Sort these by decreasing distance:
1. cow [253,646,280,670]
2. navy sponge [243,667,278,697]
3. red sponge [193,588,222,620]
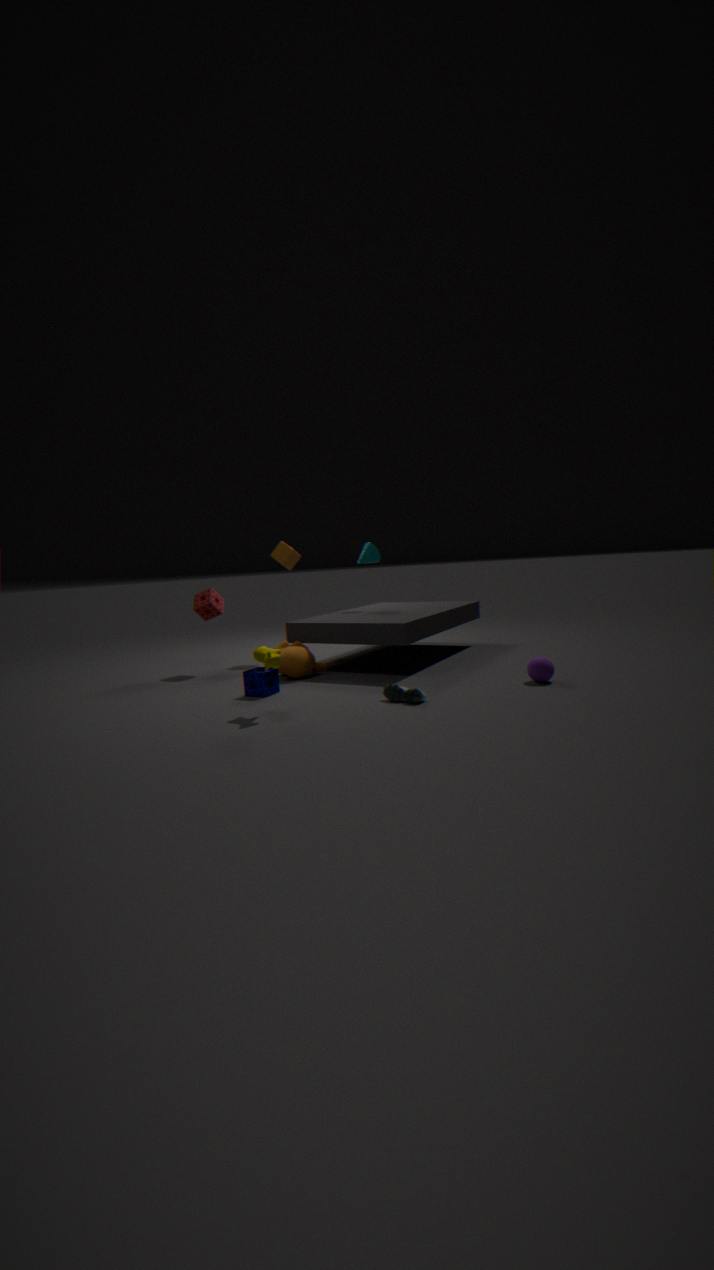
red sponge [193,588,222,620] < navy sponge [243,667,278,697] < cow [253,646,280,670]
